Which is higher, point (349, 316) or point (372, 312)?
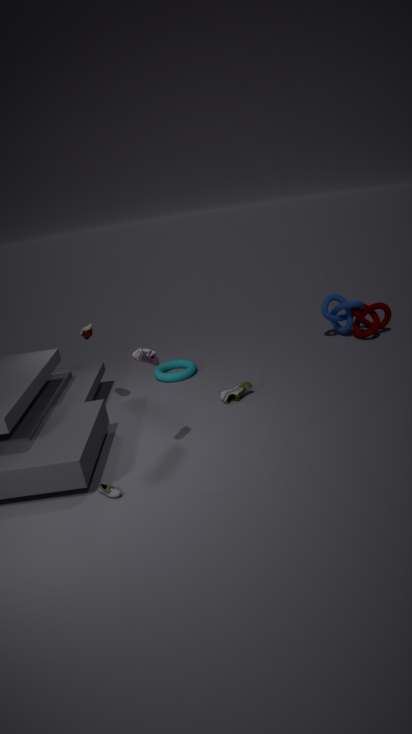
point (349, 316)
